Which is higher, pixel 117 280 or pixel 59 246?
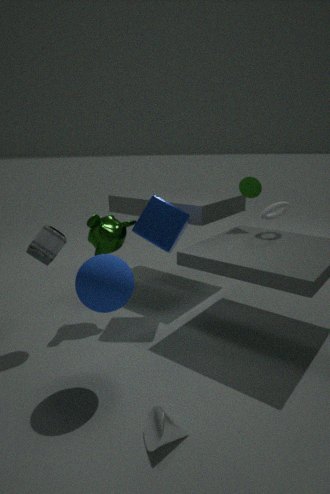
pixel 59 246
